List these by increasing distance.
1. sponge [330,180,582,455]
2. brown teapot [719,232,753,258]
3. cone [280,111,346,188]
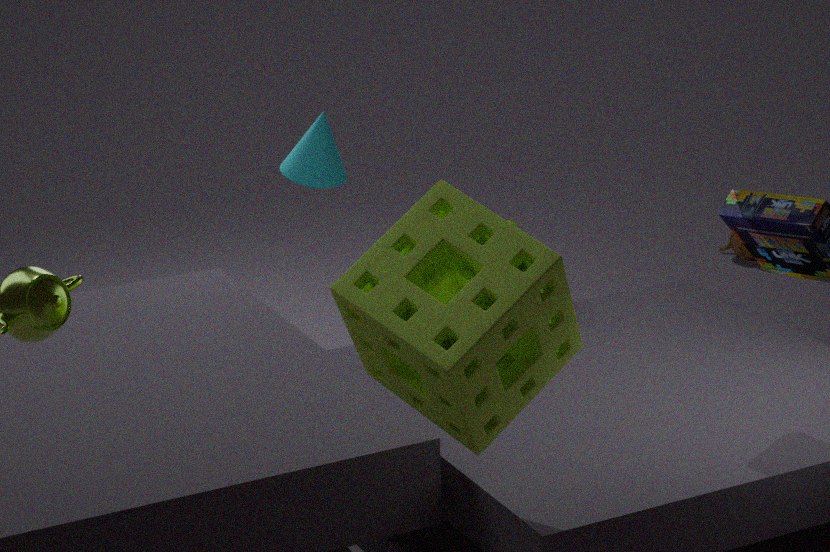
sponge [330,180,582,455], cone [280,111,346,188], brown teapot [719,232,753,258]
